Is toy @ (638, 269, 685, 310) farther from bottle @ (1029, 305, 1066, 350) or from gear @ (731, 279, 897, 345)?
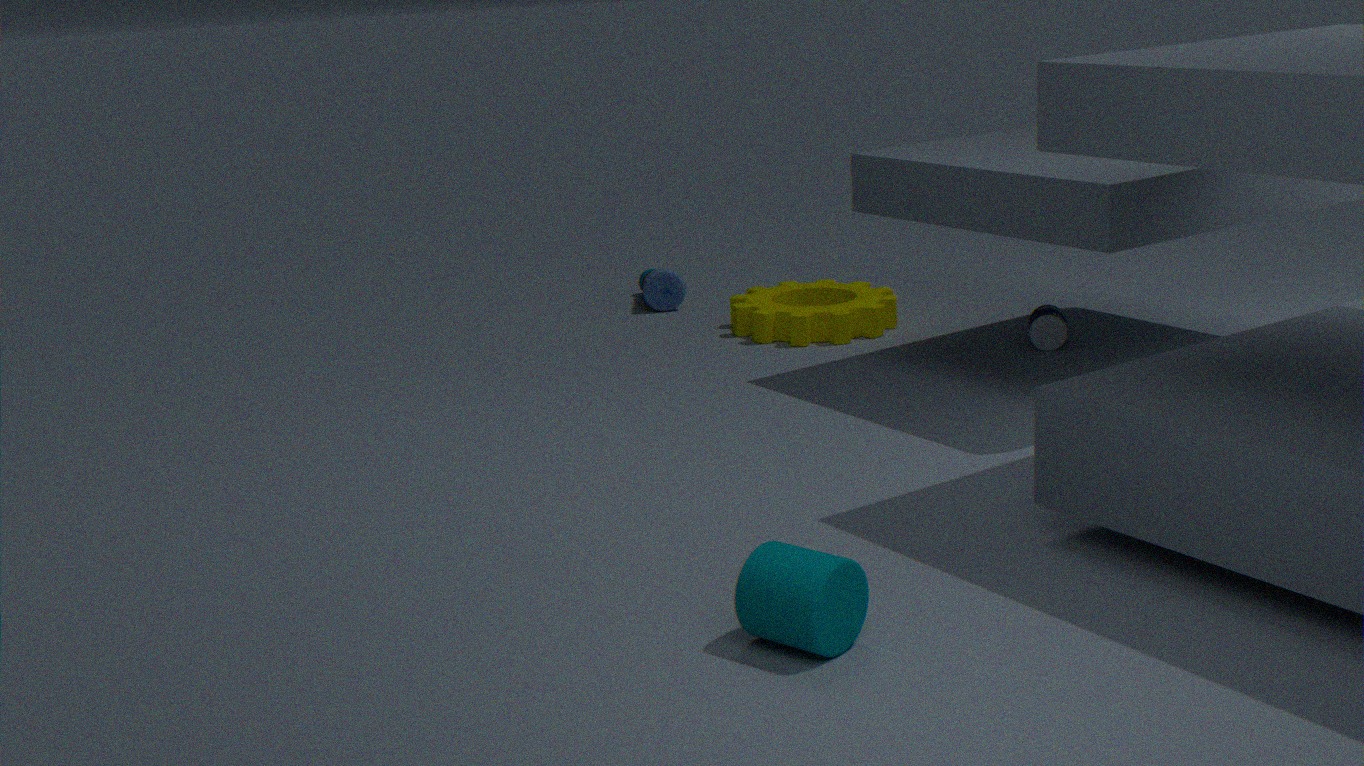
bottle @ (1029, 305, 1066, 350)
